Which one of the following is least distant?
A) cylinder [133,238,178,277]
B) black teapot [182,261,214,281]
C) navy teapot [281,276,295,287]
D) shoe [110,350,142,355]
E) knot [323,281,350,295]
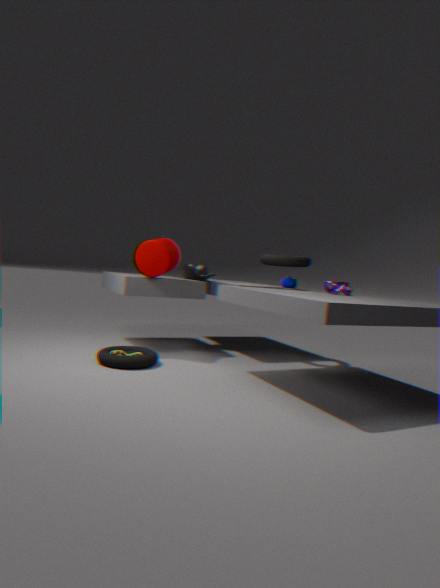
shoe [110,350,142,355]
